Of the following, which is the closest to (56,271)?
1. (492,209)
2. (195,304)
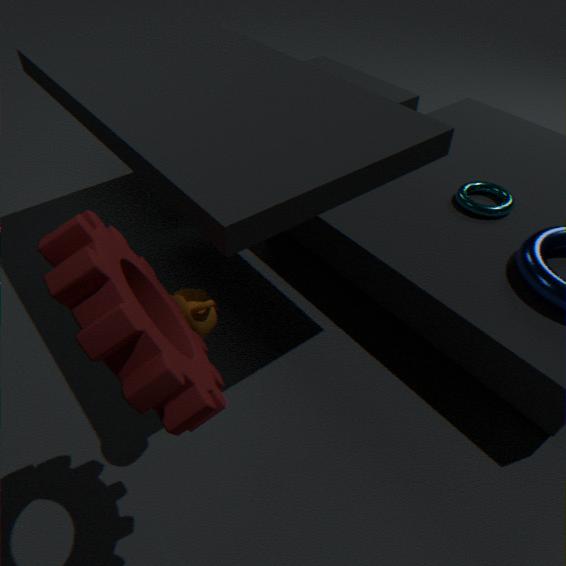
(195,304)
